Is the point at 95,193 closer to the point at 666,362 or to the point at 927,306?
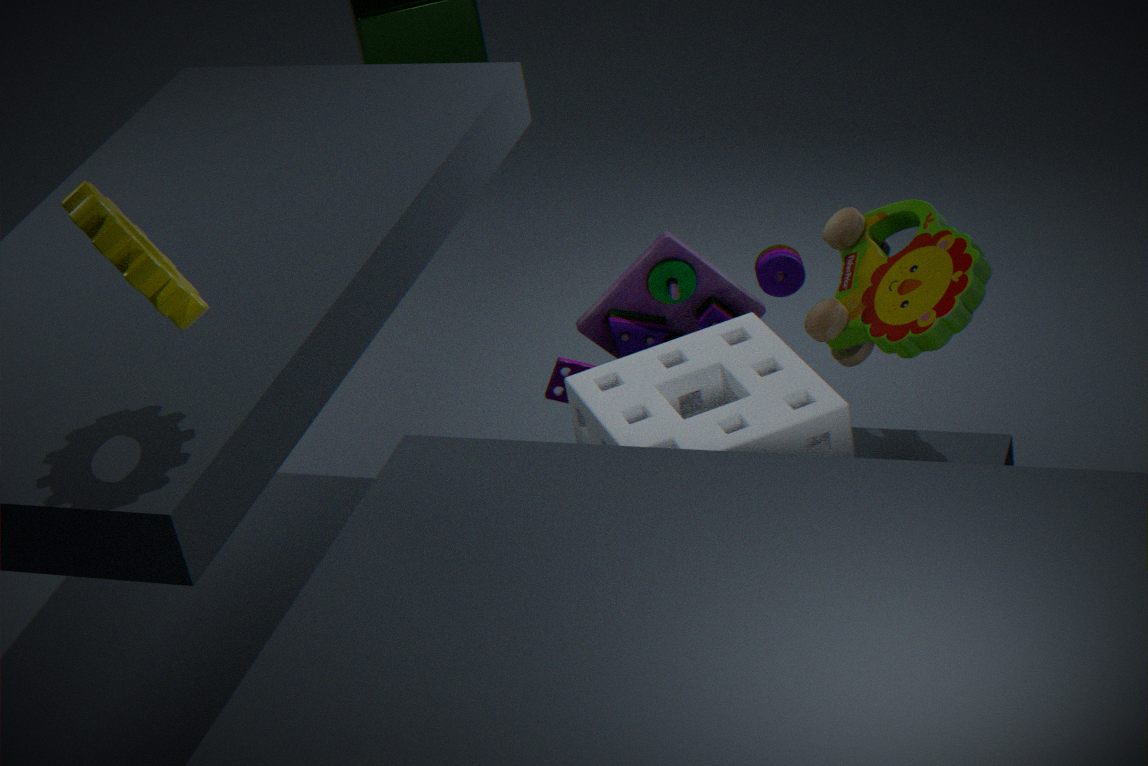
the point at 666,362
